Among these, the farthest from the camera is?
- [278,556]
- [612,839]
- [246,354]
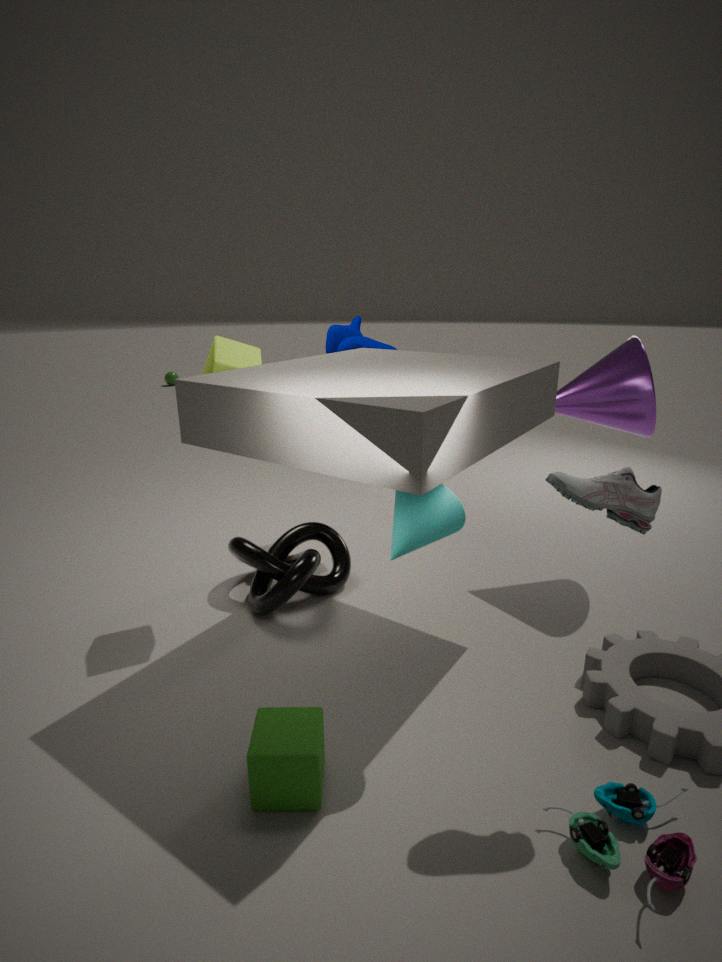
[278,556]
